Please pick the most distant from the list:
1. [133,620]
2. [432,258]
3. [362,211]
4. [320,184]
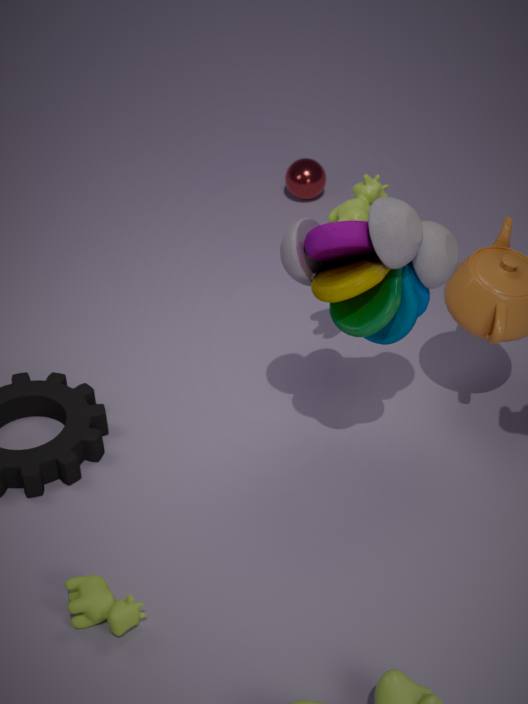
[320,184]
